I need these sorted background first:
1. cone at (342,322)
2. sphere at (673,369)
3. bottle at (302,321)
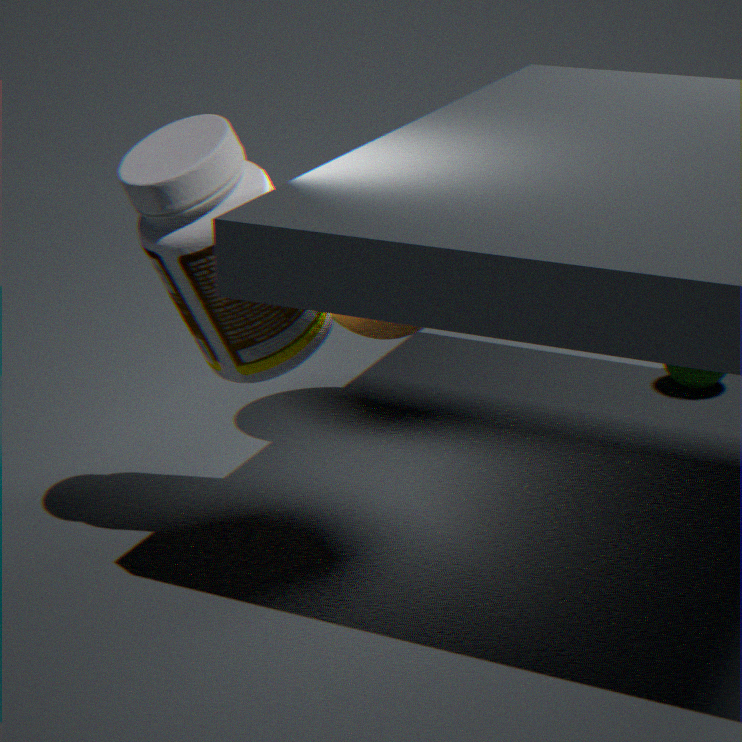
sphere at (673,369)
cone at (342,322)
bottle at (302,321)
